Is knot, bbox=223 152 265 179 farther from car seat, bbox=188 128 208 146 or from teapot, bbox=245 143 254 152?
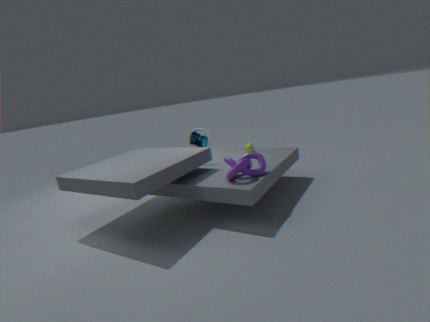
teapot, bbox=245 143 254 152
